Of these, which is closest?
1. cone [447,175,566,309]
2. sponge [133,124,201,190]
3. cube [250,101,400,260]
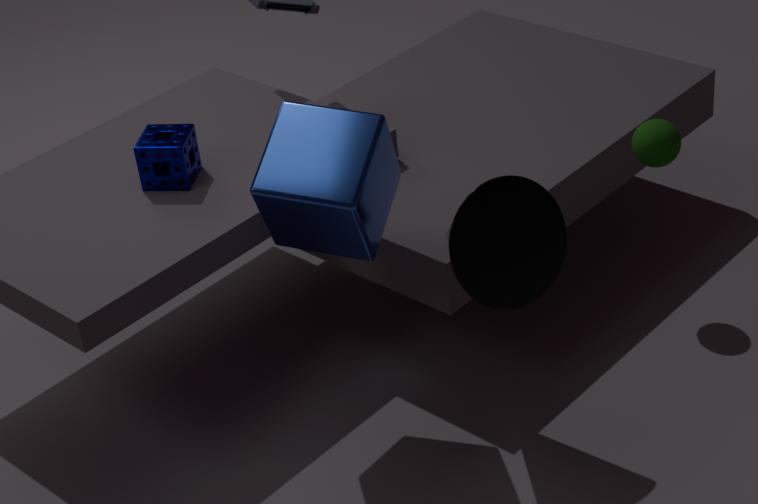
cube [250,101,400,260]
